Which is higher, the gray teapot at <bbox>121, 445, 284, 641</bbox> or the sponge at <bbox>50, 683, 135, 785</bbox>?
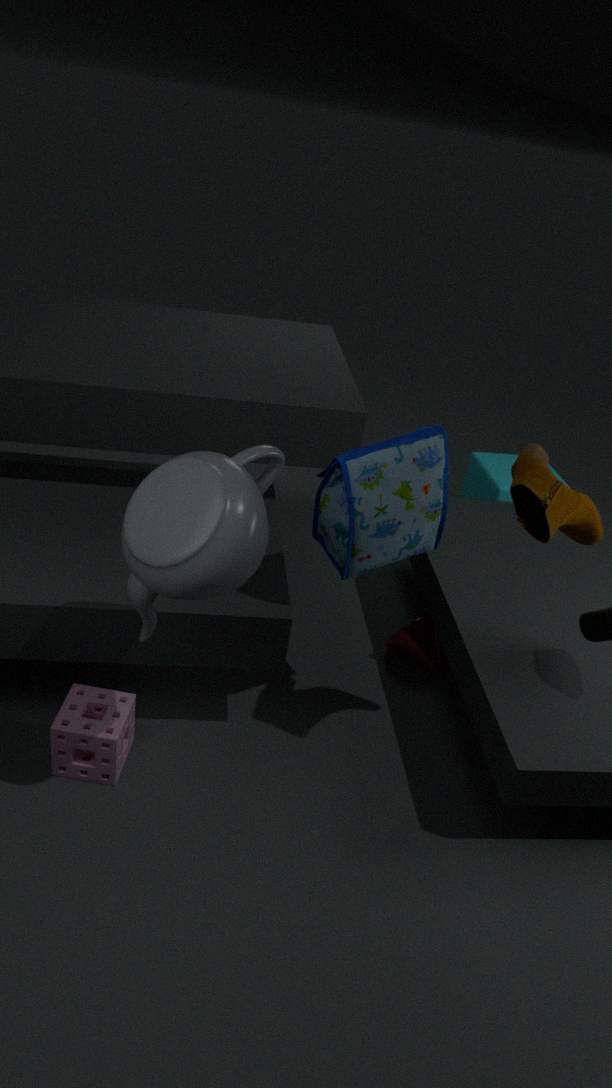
the gray teapot at <bbox>121, 445, 284, 641</bbox>
